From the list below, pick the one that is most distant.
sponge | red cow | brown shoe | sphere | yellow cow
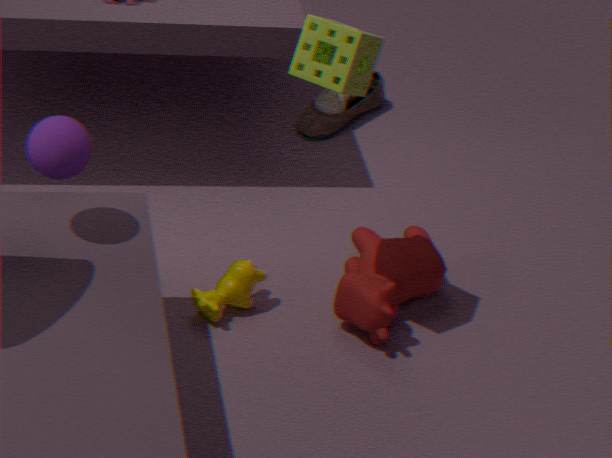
brown shoe
